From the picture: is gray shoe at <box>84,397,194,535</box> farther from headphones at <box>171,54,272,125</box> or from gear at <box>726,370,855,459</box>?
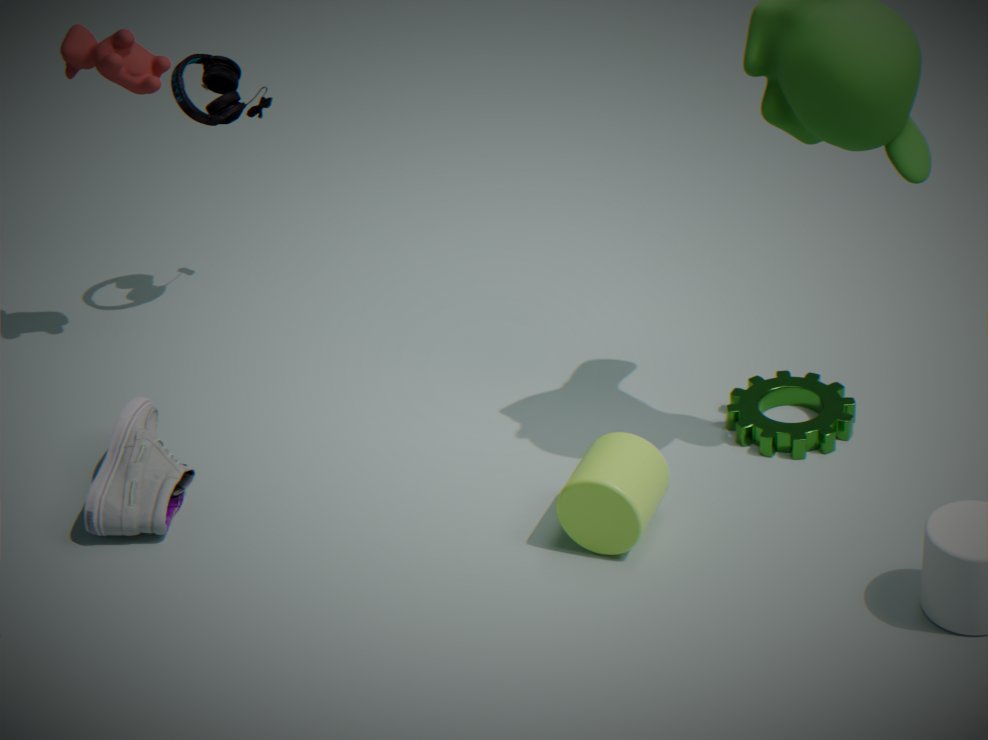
gear at <box>726,370,855,459</box>
